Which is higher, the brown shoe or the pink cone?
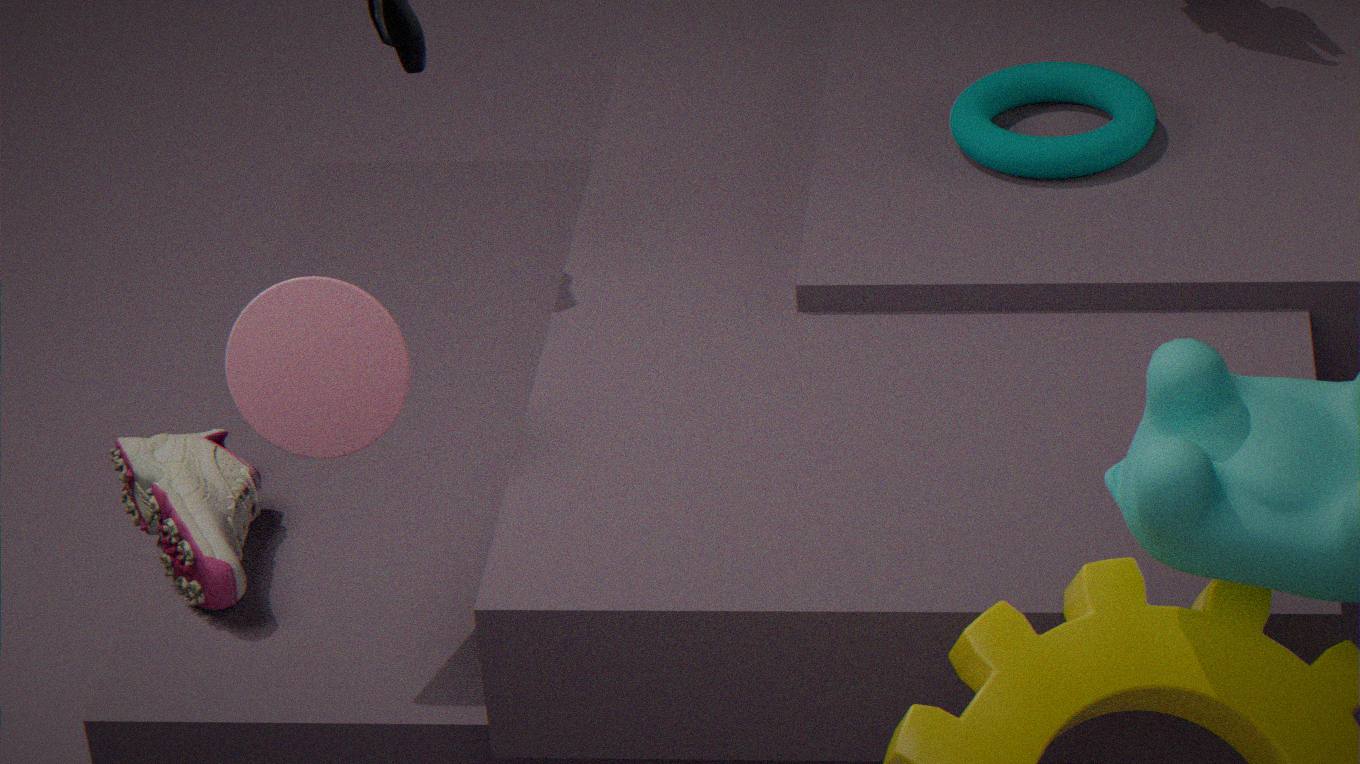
the pink cone
